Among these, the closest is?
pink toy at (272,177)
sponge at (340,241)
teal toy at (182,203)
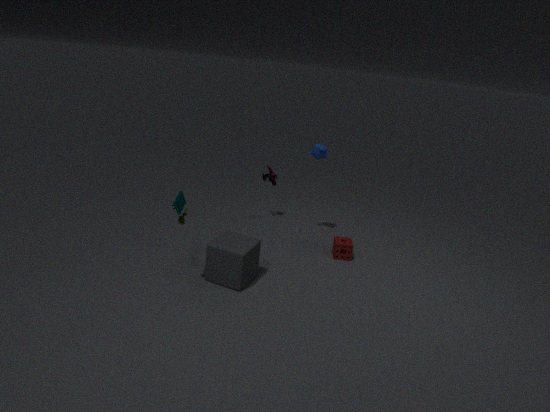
teal toy at (182,203)
